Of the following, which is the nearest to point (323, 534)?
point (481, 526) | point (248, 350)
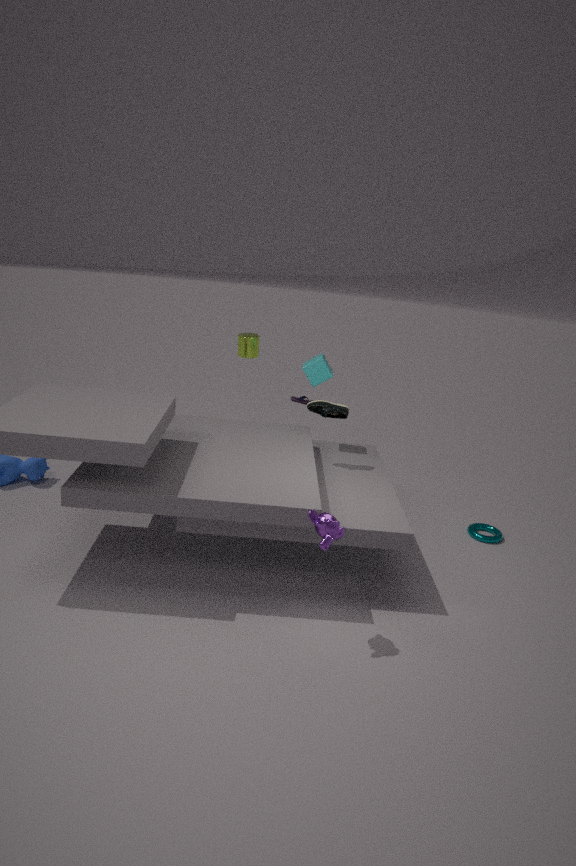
point (481, 526)
